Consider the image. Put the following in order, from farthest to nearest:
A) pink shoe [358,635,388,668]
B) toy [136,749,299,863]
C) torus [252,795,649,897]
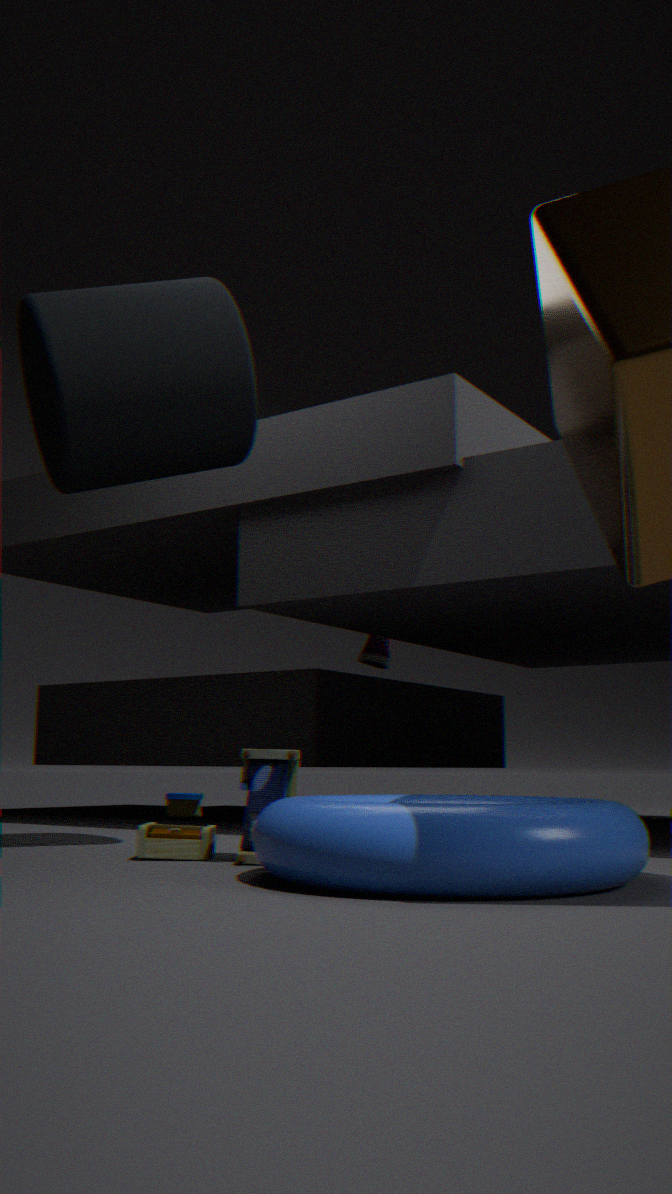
pink shoe [358,635,388,668] → toy [136,749,299,863] → torus [252,795,649,897]
